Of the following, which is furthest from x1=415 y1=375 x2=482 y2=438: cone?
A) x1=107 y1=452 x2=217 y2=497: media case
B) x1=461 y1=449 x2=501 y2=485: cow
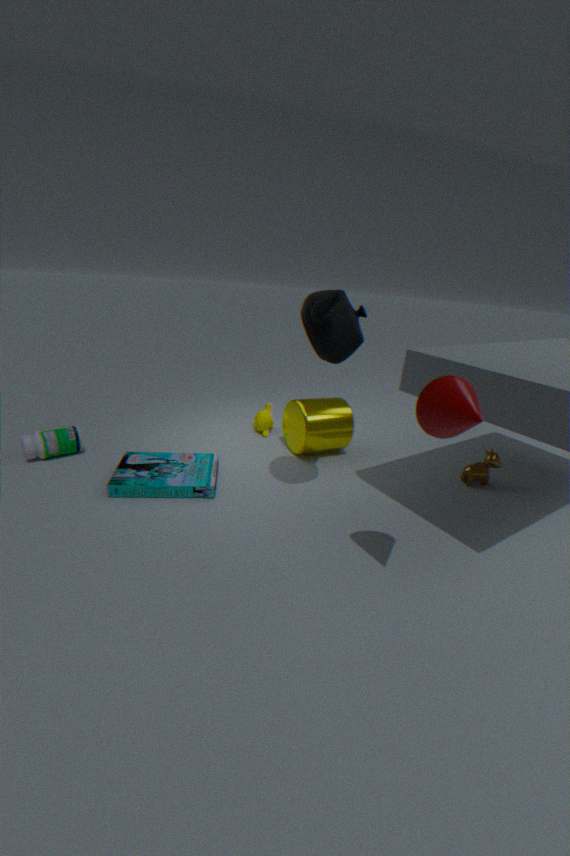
x1=461 y1=449 x2=501 y2=485: cow
